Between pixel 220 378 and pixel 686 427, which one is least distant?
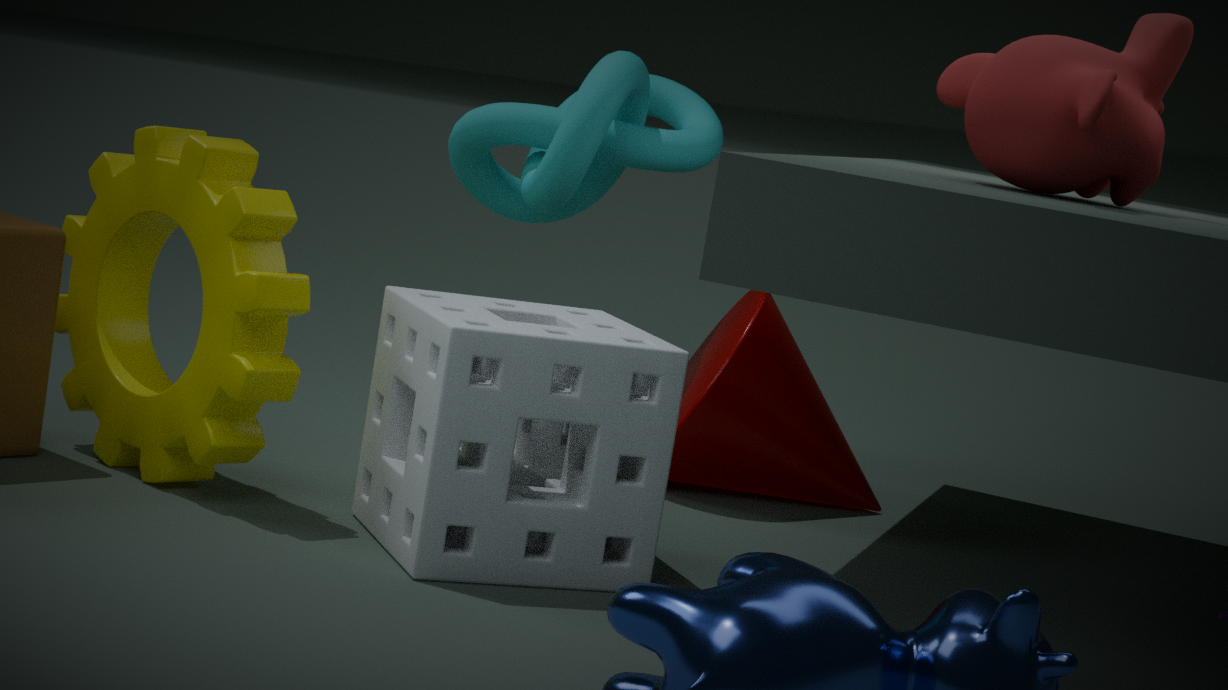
pixel 220 378
